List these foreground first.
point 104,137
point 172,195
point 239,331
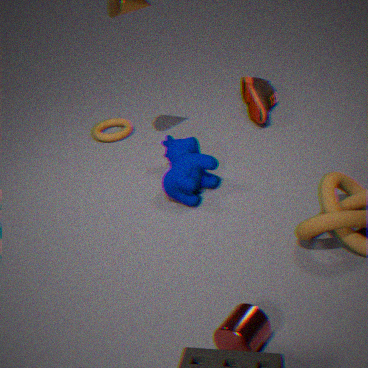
point 239,331, point 172,195, point 104,137
